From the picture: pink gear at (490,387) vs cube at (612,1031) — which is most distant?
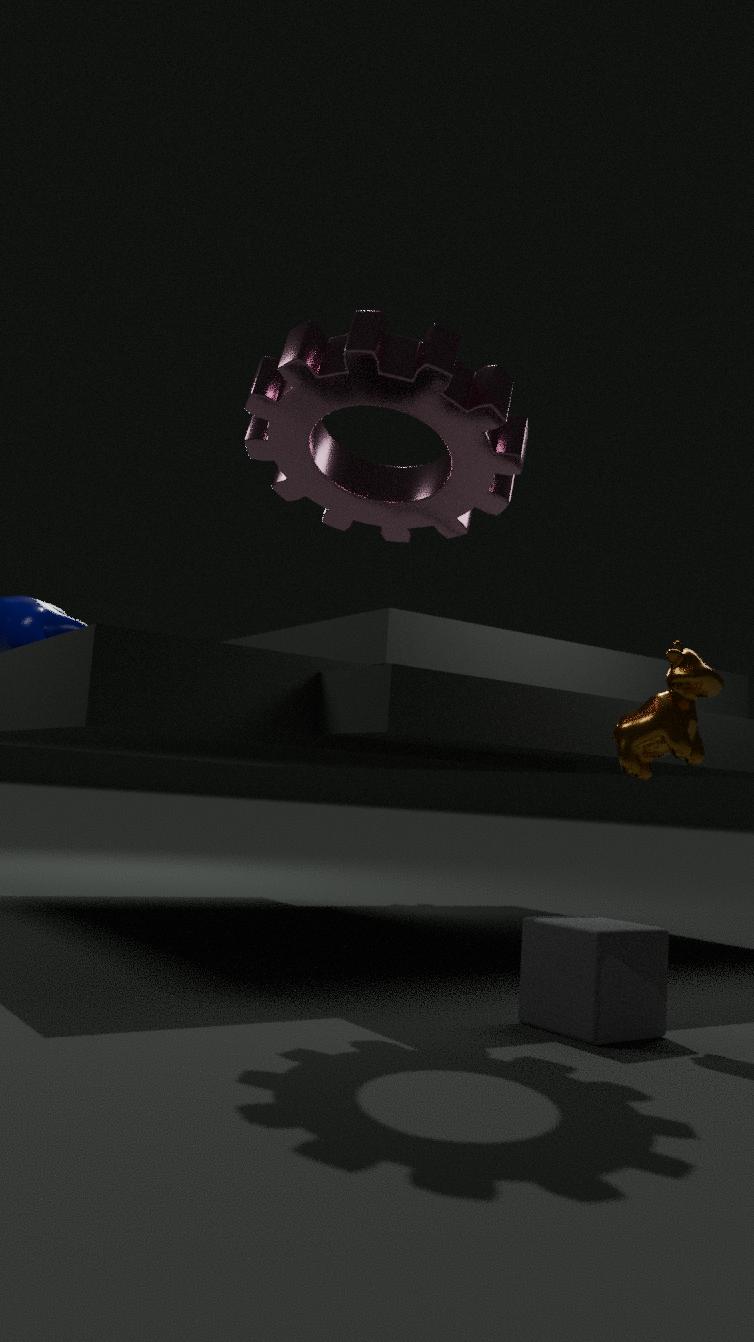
pink gear at (490,387)
